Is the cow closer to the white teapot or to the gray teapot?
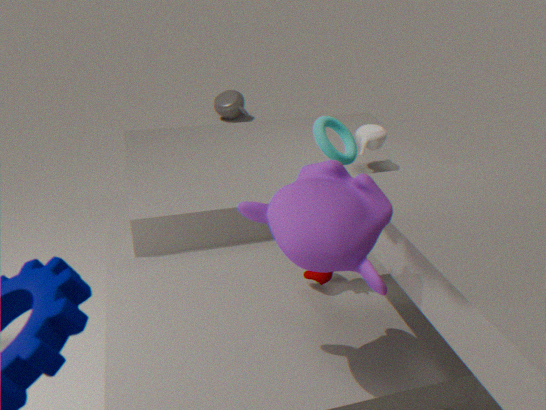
the white teapot
